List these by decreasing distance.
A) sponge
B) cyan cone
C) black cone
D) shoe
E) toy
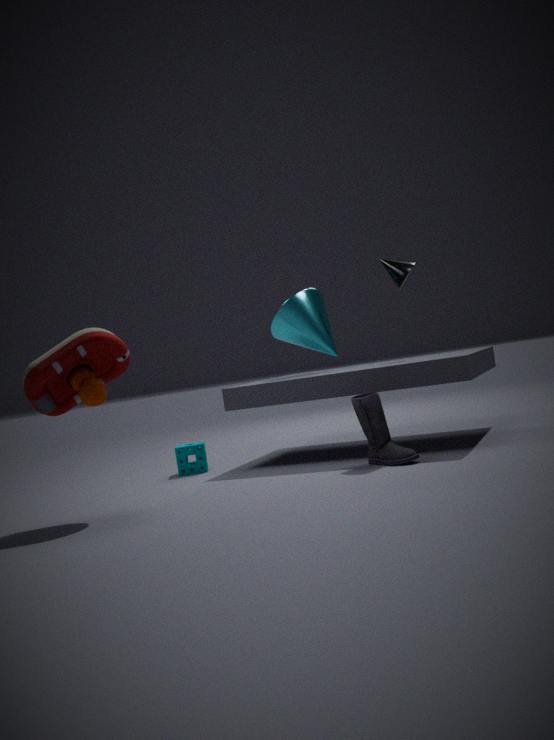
B
C
A
D
E
